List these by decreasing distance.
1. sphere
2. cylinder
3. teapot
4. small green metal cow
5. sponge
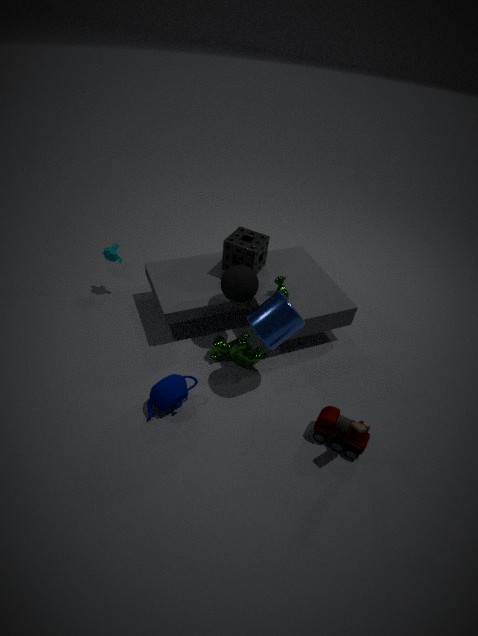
sponge, small green metal cow, sphere, teapot, cylinder
